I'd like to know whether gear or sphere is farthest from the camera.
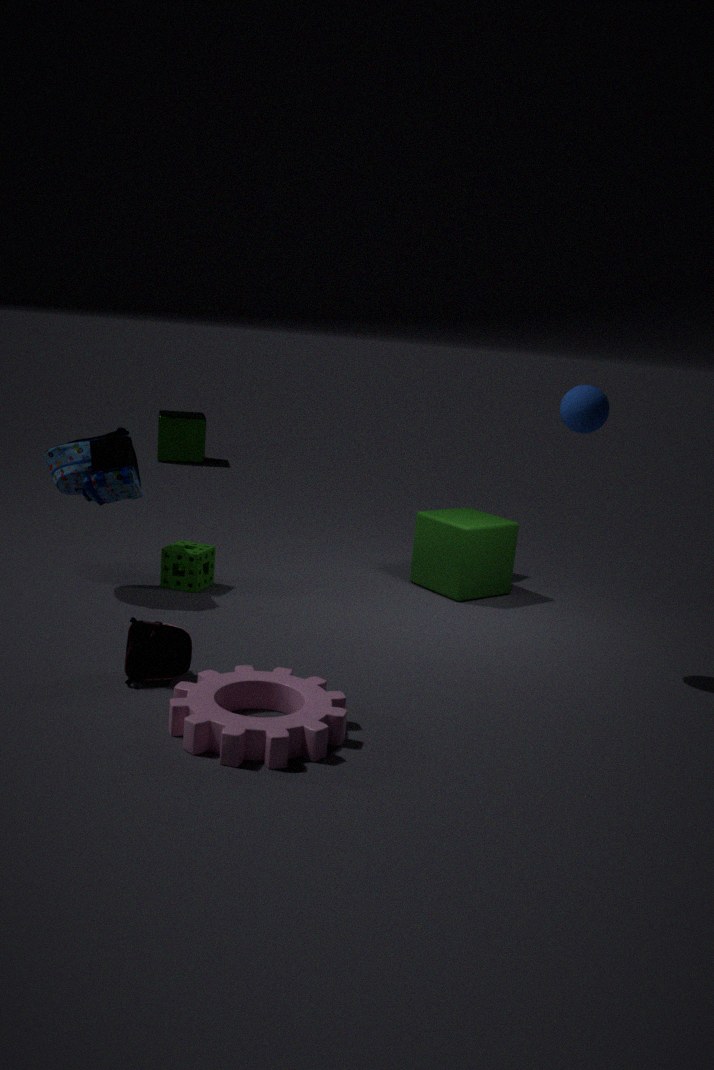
sphere
